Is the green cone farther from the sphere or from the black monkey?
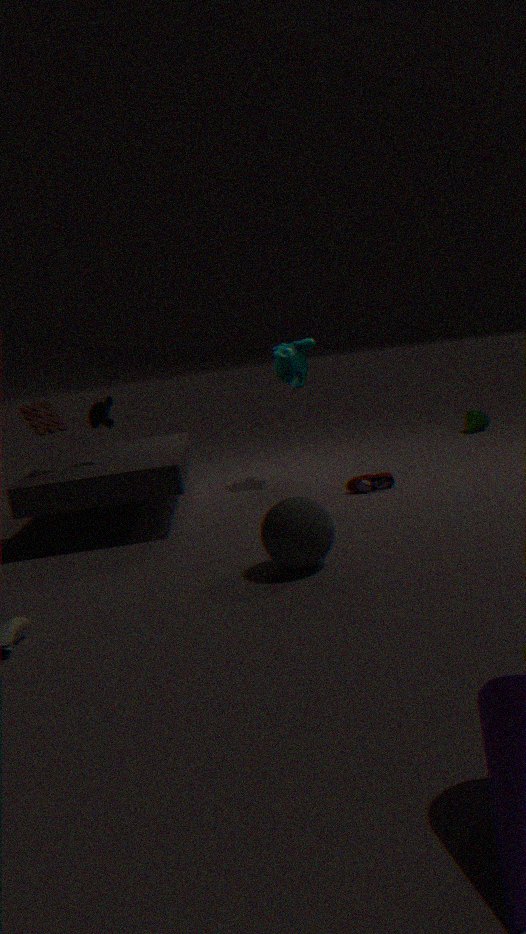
the black monkey
